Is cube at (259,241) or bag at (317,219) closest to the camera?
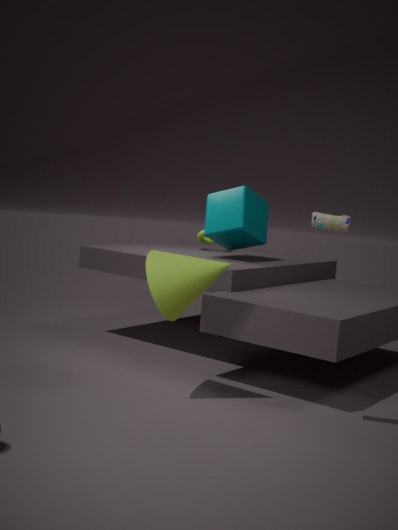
bag at (317,219)
